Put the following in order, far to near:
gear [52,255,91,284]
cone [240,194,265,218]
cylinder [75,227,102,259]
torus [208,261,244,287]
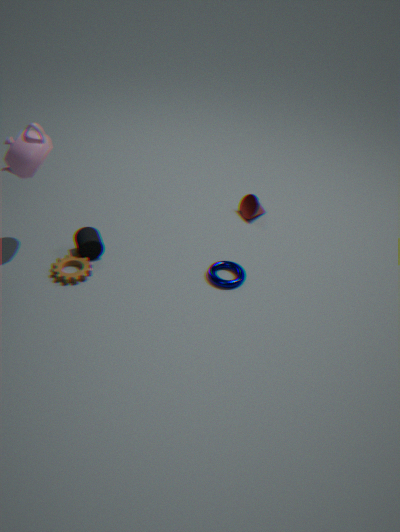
cone [240,194,265,218] < cylinder [75,227,102,259] < torus [208,261,244,287] < gear [52,255,91,284]
